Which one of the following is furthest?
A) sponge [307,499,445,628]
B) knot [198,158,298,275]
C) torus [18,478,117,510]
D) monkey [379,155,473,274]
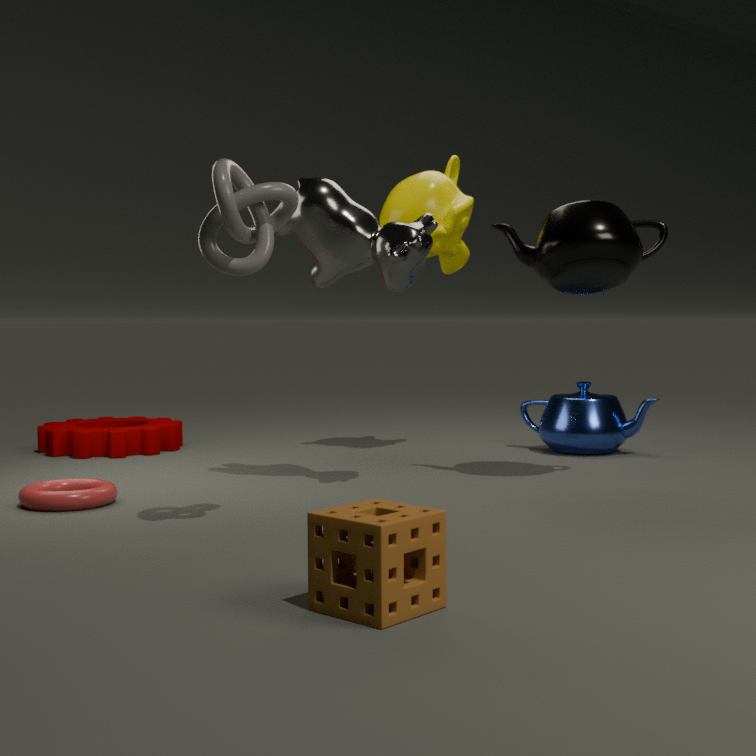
monkey [379,155,473,274]
